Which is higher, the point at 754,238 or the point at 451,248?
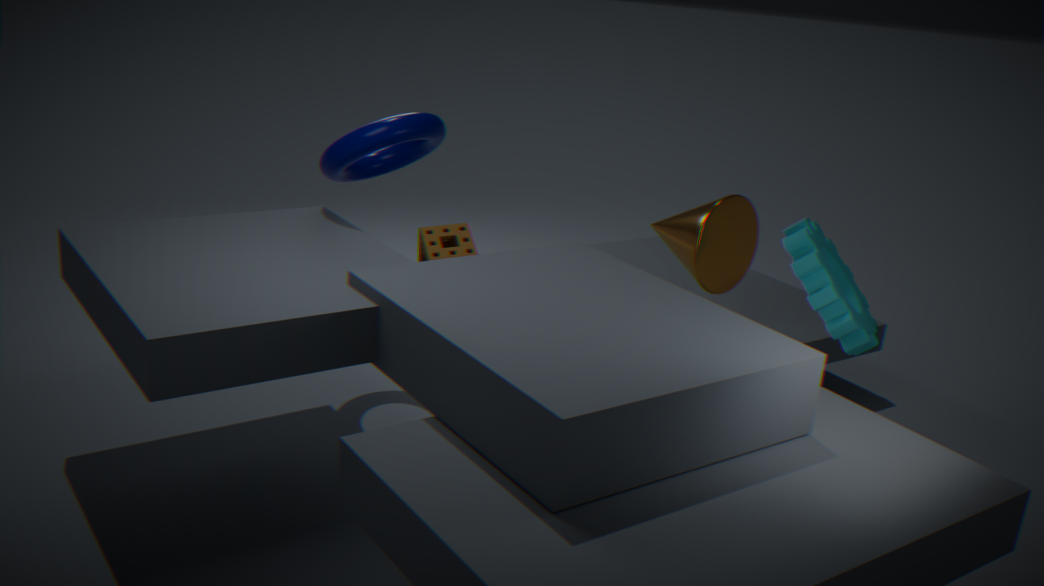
the point at 451,248
